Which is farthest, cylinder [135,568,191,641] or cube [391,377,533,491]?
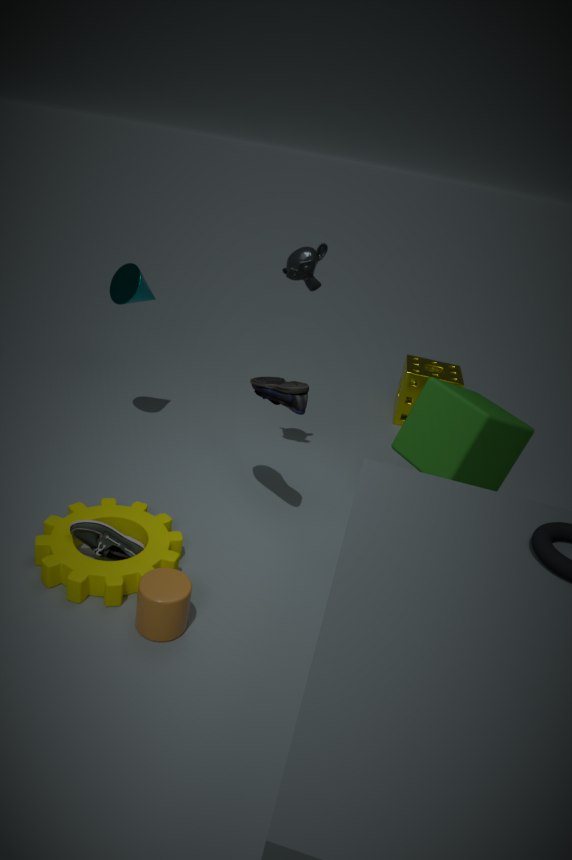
cube [391,377,533,491]
